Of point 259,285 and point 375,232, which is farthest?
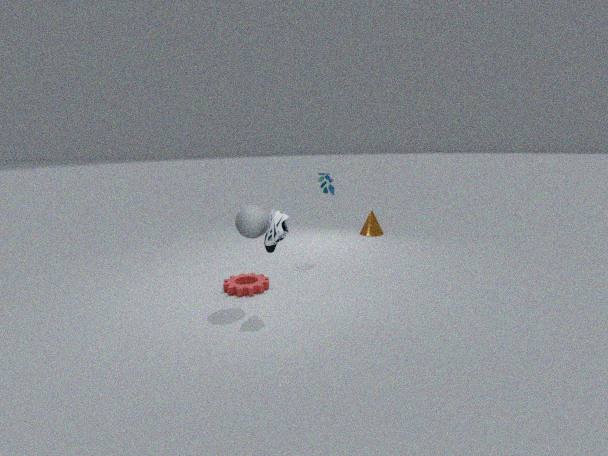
point 375,232
